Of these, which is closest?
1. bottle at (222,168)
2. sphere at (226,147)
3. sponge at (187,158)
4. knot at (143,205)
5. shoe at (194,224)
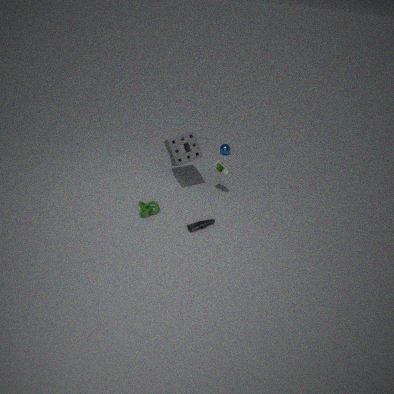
shoe at (194,224)
